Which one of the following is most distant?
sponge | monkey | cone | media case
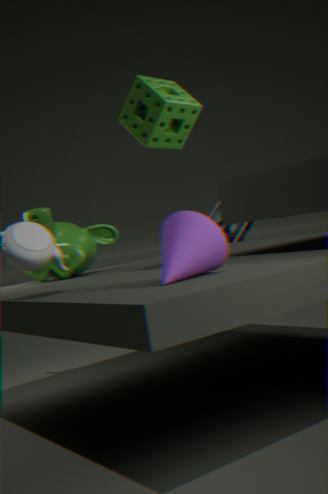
media case
